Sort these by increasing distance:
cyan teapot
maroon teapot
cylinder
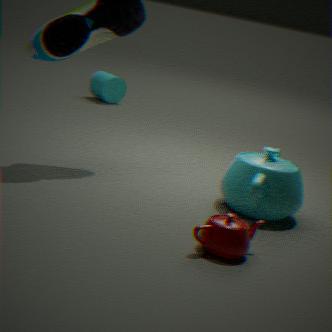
maroon teapot, cyan teapot, cylinder
